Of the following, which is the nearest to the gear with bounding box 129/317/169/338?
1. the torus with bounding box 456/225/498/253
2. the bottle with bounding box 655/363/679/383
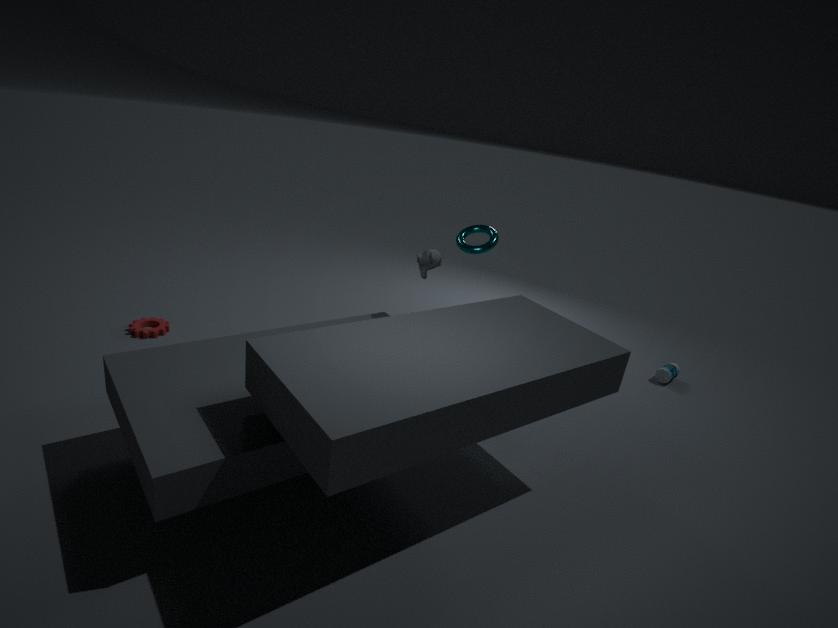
the torus with bounding box 456/225/498/253
